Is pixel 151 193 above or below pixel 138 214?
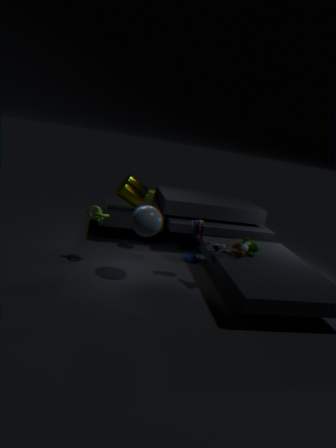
below
